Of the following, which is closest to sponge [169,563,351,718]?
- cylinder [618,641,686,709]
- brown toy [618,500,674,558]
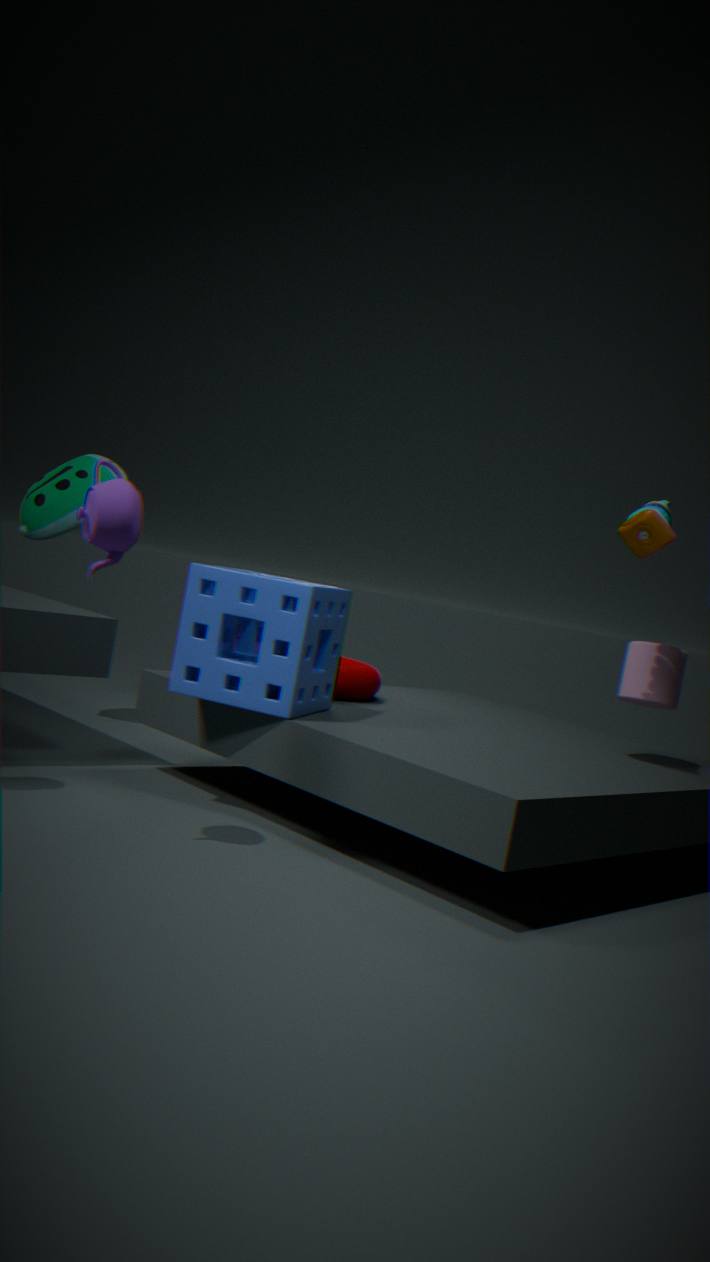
brown toy [618,500,674,558]
